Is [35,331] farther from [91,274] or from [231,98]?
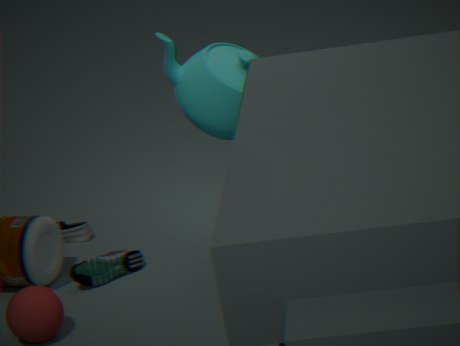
[231,98]
